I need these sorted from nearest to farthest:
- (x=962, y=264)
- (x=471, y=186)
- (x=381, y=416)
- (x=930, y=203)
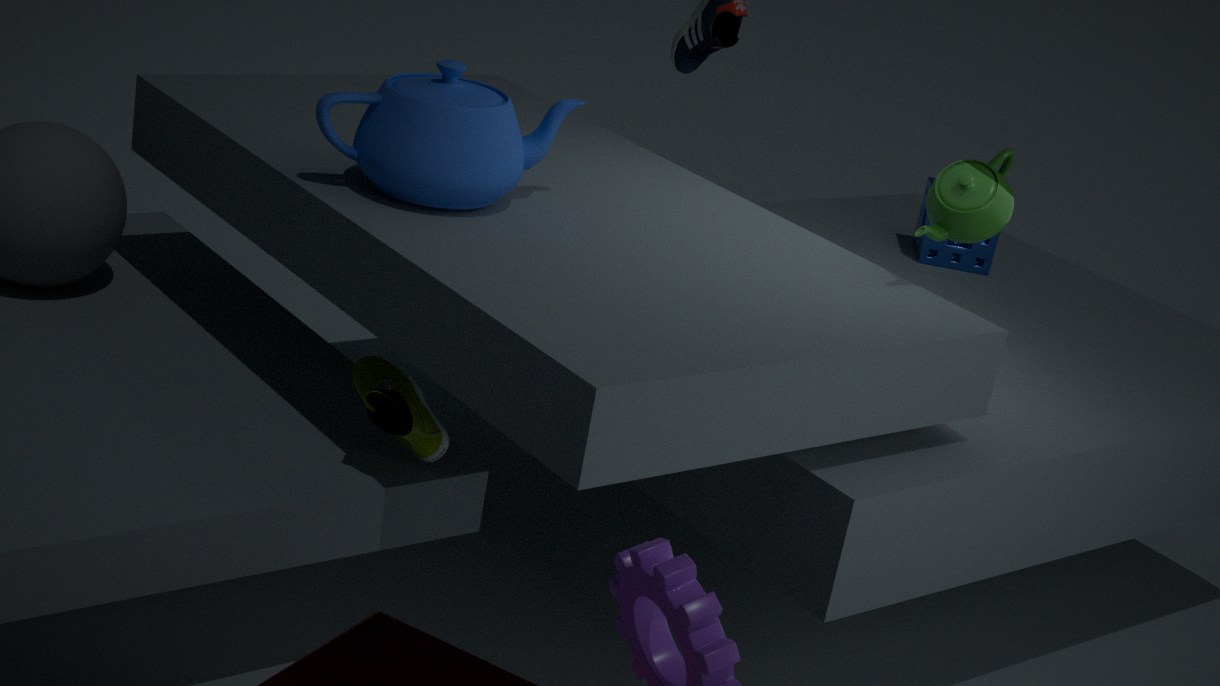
(x=381, y=416) → (x=471, y=186) → (x=930, y=203) → (x=962, y=264)
